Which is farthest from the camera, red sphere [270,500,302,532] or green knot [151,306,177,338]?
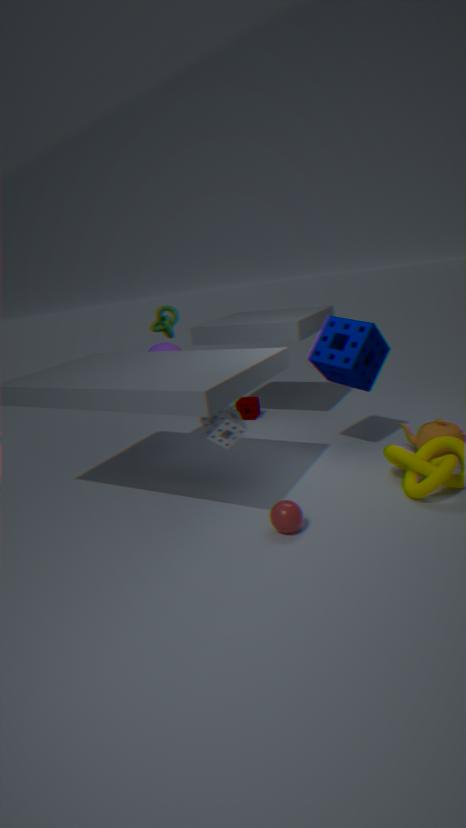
green knot [151,306,177,338]
